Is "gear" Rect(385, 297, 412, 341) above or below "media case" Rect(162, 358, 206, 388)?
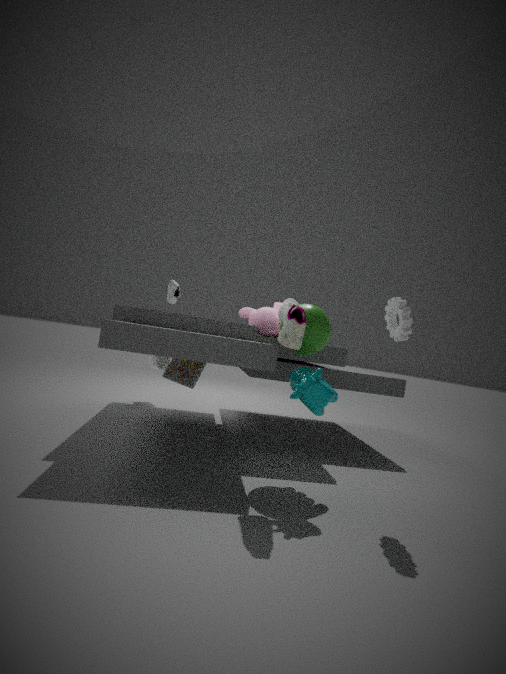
above
